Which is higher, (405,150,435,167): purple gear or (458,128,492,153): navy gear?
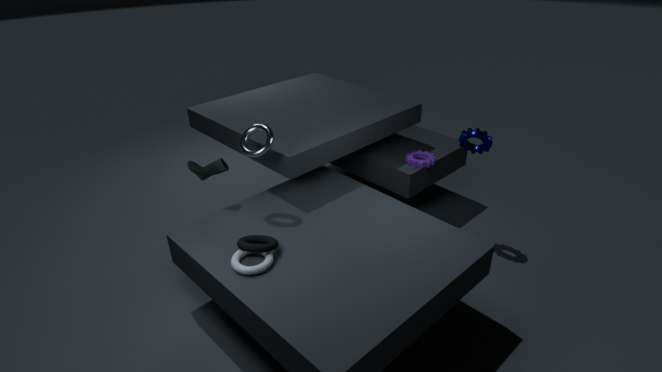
(458,128,492,153): navy gear
